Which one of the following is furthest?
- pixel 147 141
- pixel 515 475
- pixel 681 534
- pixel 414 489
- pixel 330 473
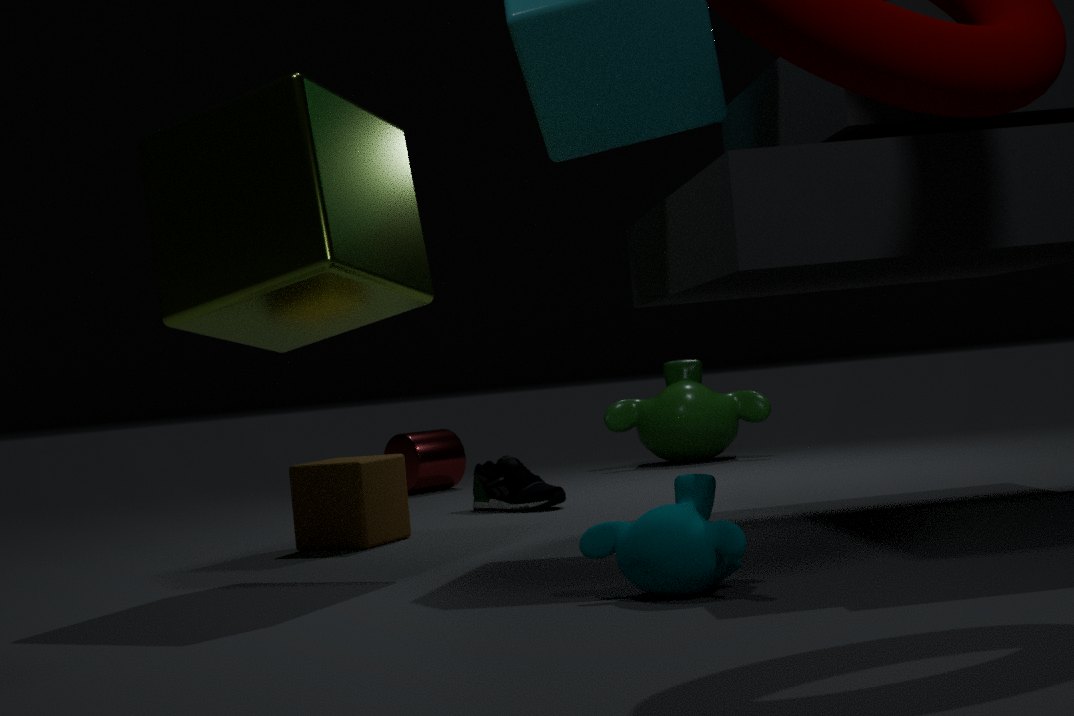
pixel 414 489
